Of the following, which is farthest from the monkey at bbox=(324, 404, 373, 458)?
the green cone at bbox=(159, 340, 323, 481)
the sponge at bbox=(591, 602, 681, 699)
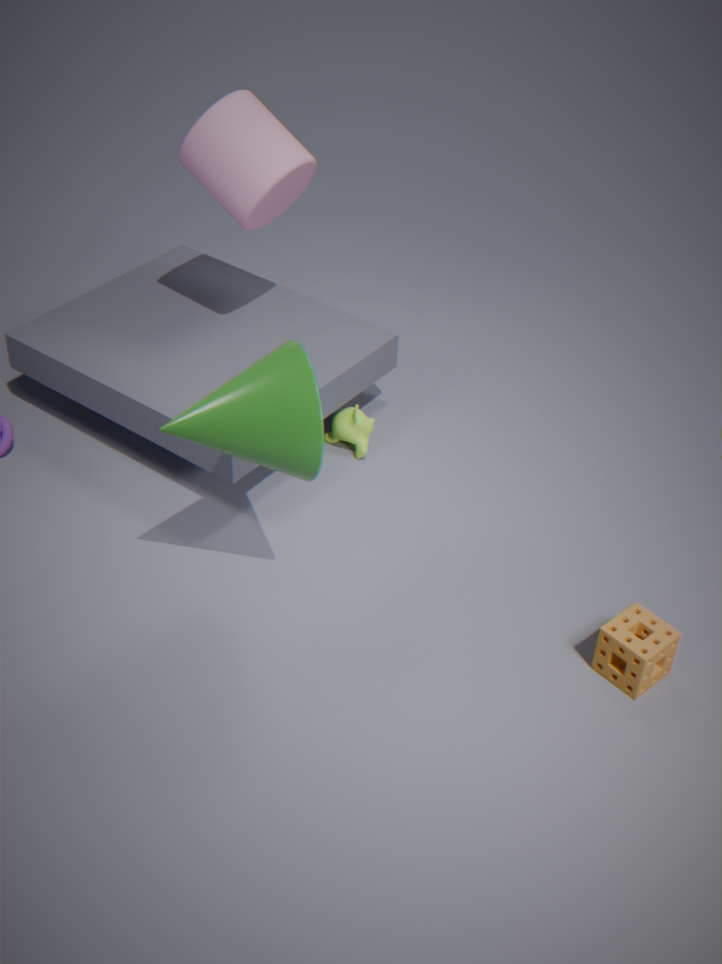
the sponge at bbox=(591, 602, 681, 699)
